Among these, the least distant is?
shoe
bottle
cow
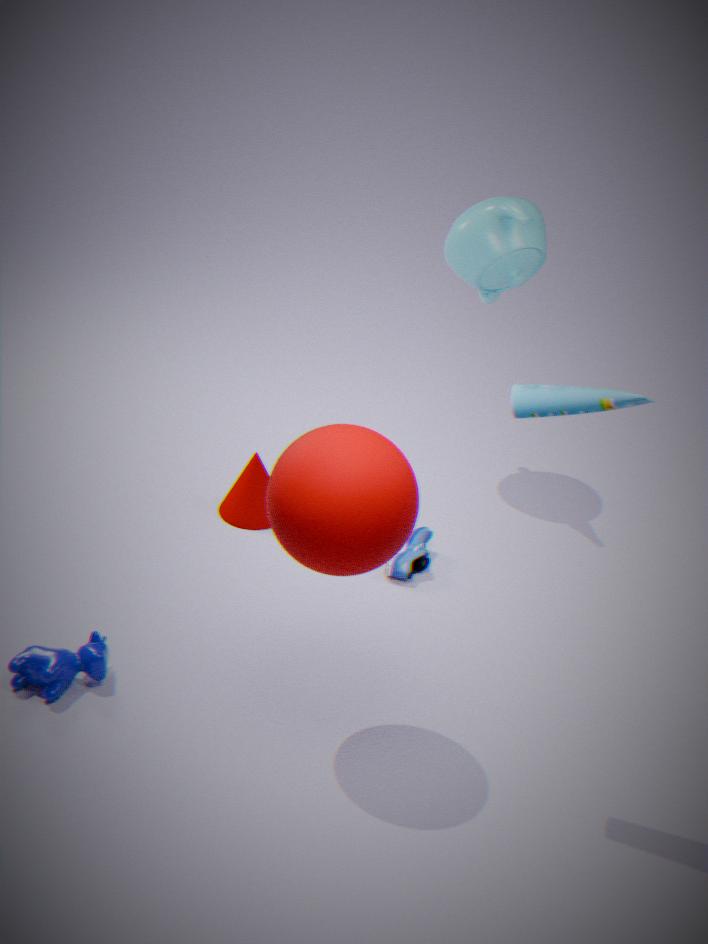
bottle
